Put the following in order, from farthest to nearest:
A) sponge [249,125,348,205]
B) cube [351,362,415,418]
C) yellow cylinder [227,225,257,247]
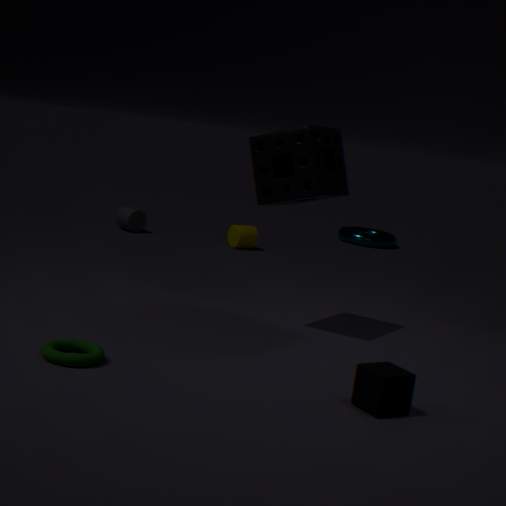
1. yellow cylinder [227,225,257,247]
2. sponge [249,125,348,205]
3. cube [351,362,415,418]
